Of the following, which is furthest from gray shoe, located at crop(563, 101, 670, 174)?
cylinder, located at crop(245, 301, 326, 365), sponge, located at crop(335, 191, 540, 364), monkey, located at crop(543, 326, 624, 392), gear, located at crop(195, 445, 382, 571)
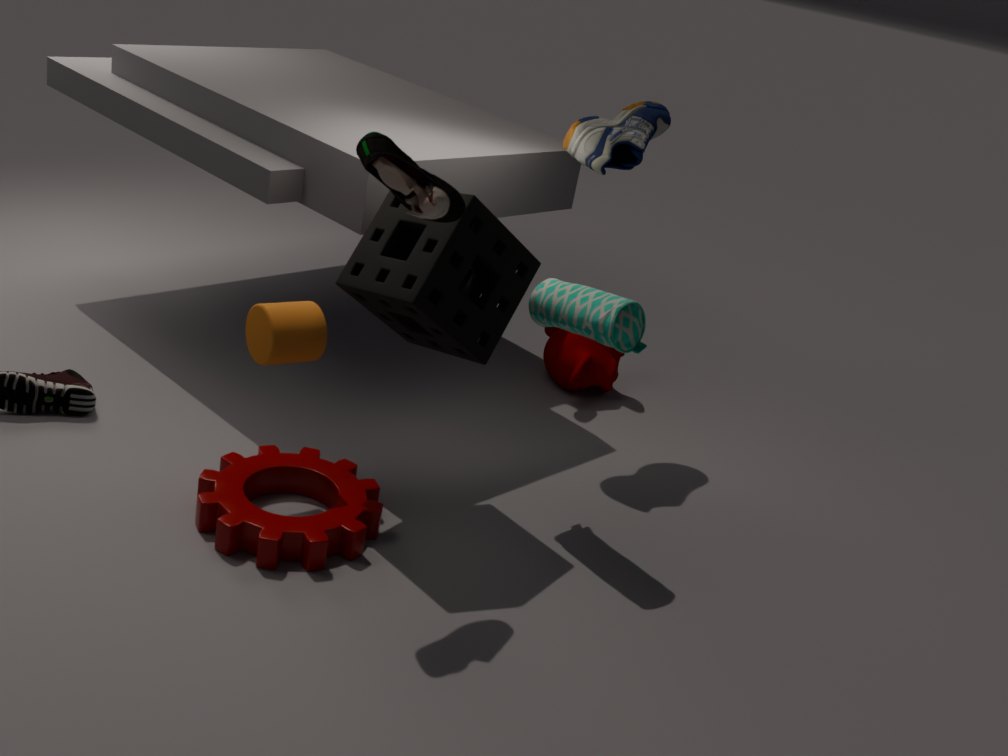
gear, located at crop(195, 445, 382, 571)
